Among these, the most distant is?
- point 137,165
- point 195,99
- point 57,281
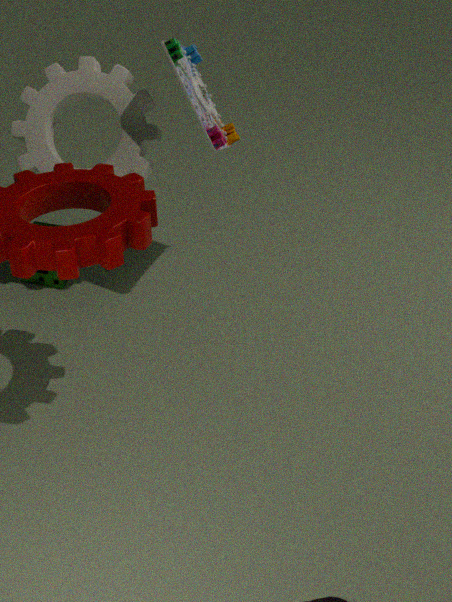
point 57,281
